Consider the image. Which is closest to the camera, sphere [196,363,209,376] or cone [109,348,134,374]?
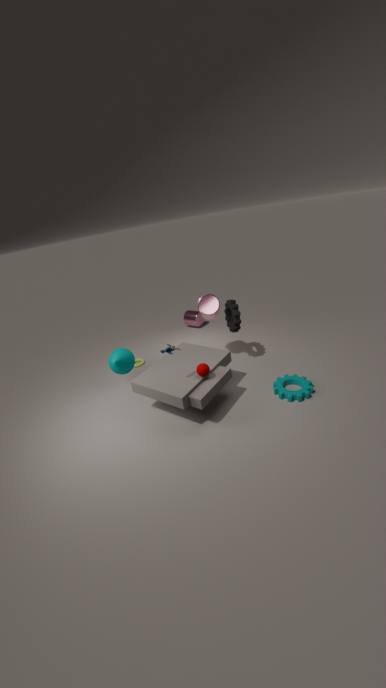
sphere [196,363,209,376]
